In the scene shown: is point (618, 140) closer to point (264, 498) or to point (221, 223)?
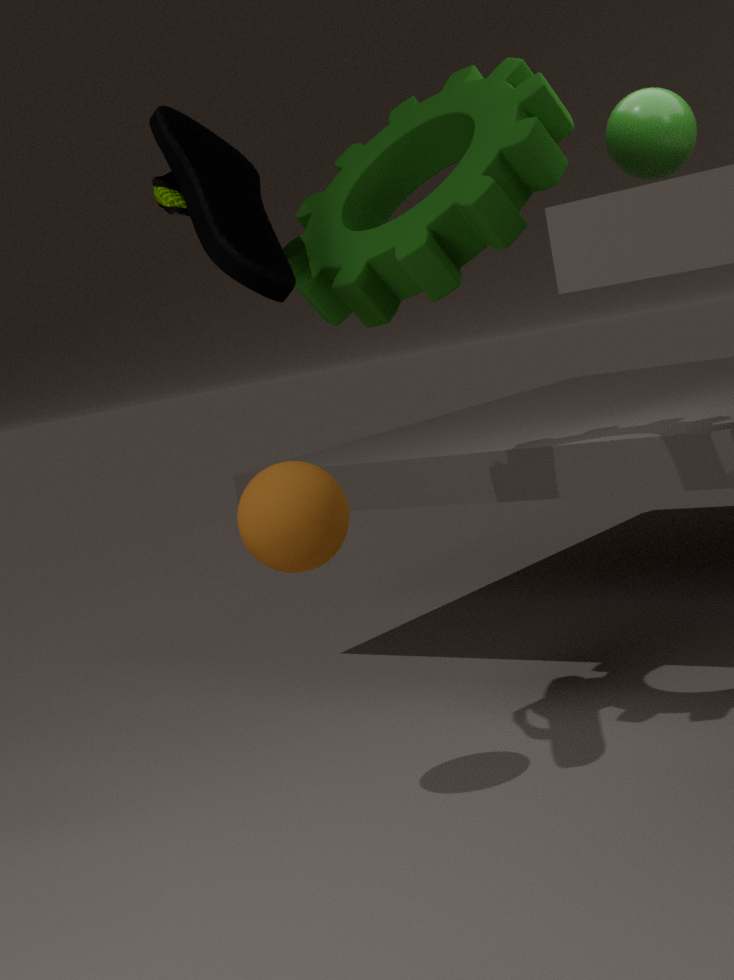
point (221, 223)
